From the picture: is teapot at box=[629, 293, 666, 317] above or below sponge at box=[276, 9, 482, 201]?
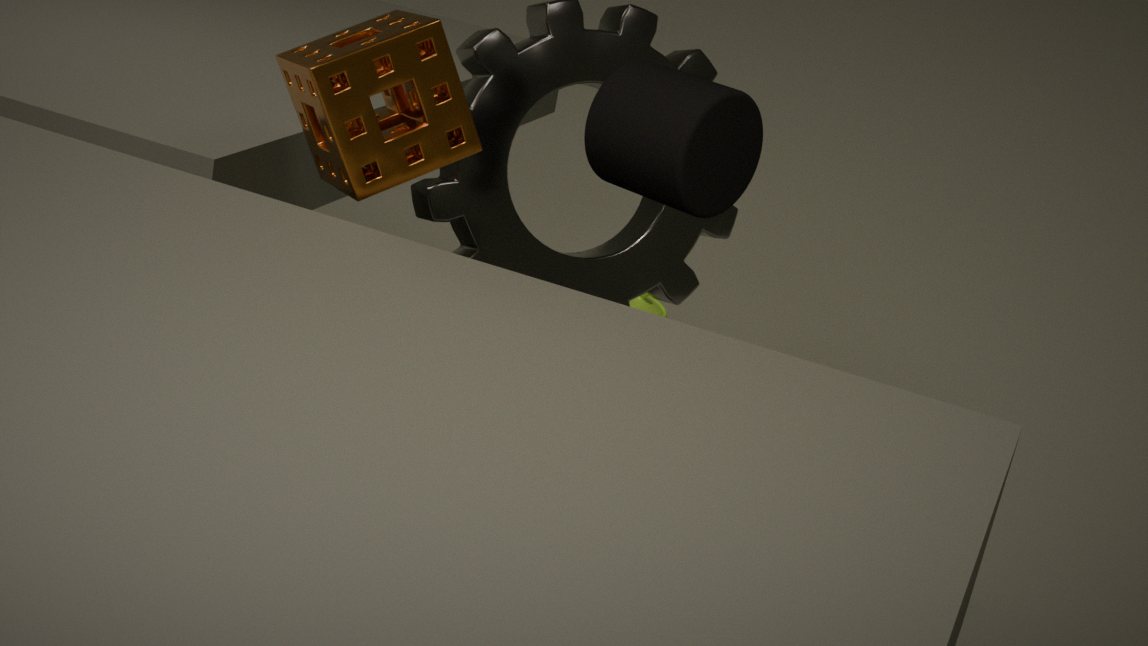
below
